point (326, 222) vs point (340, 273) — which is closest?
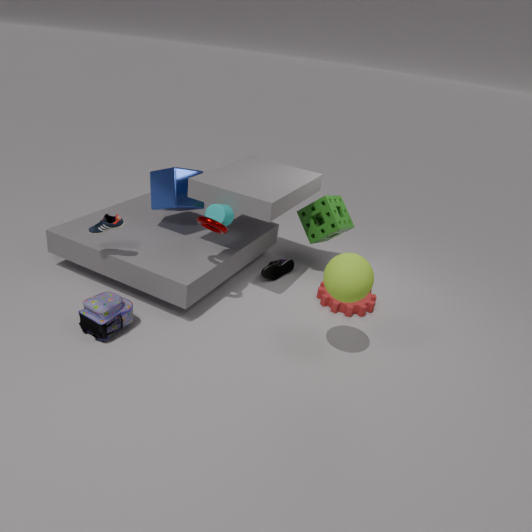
point (340, 273)
